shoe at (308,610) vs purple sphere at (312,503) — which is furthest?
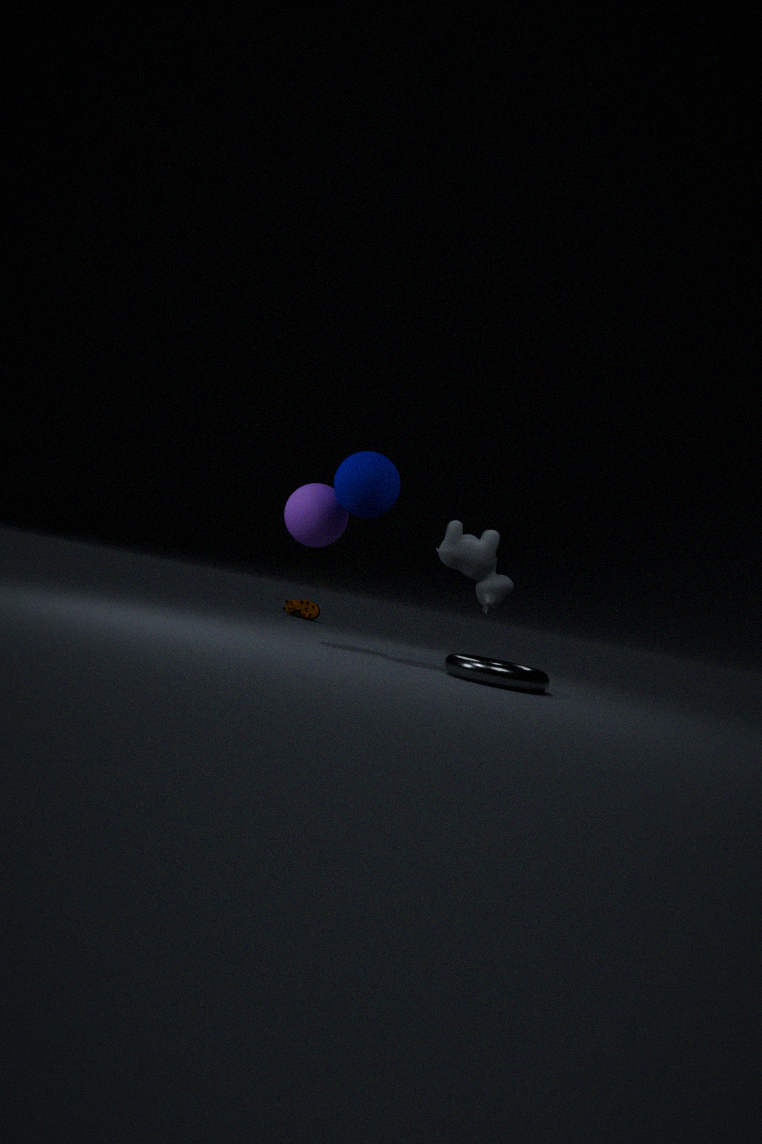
shoe at (308,610)
